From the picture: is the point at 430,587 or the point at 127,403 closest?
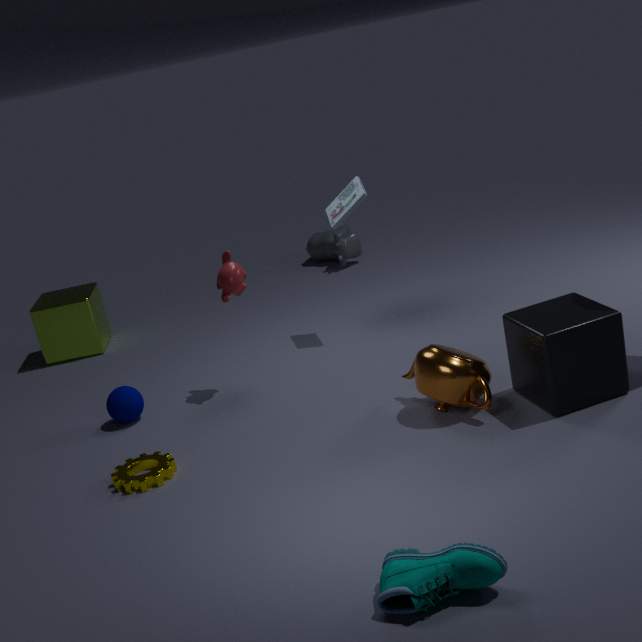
the point at 430,587
